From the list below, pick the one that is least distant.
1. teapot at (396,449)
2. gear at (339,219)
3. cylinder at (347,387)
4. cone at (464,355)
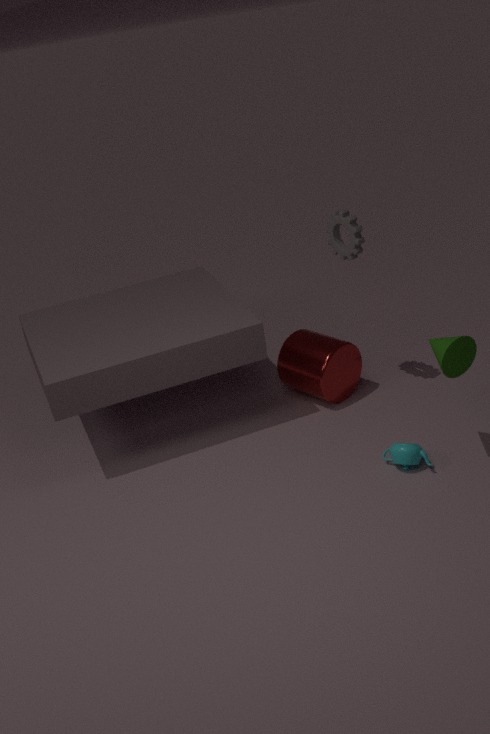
cone at (464,355)
